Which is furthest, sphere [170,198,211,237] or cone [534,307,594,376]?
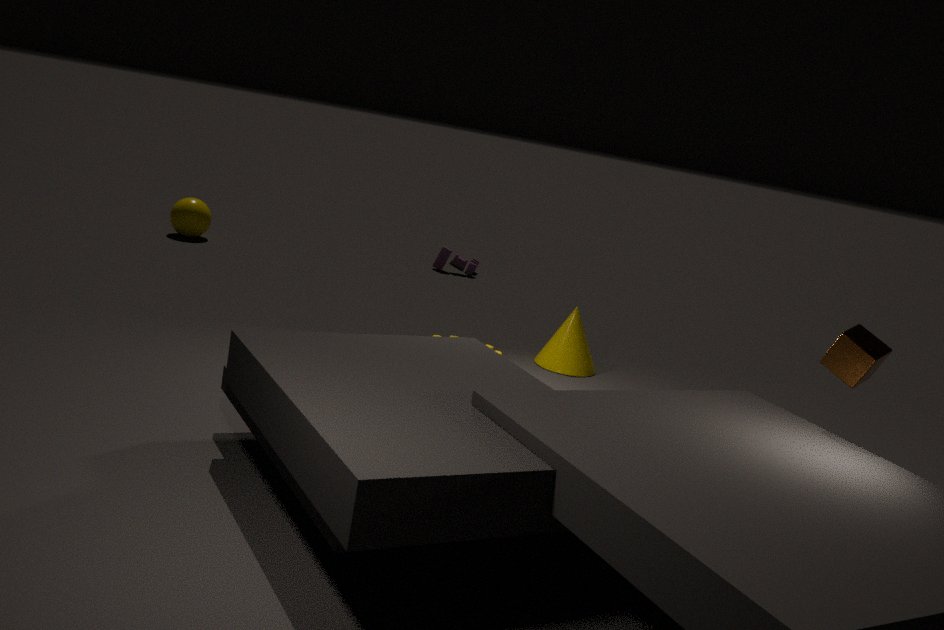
sphere [170,198,211,237]
